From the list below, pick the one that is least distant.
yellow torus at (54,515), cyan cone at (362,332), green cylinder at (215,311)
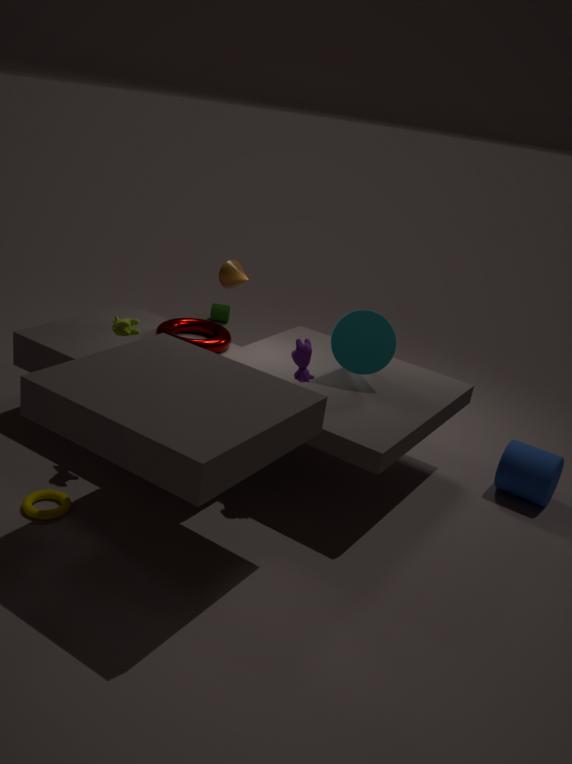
yellow torus at (54,515)
